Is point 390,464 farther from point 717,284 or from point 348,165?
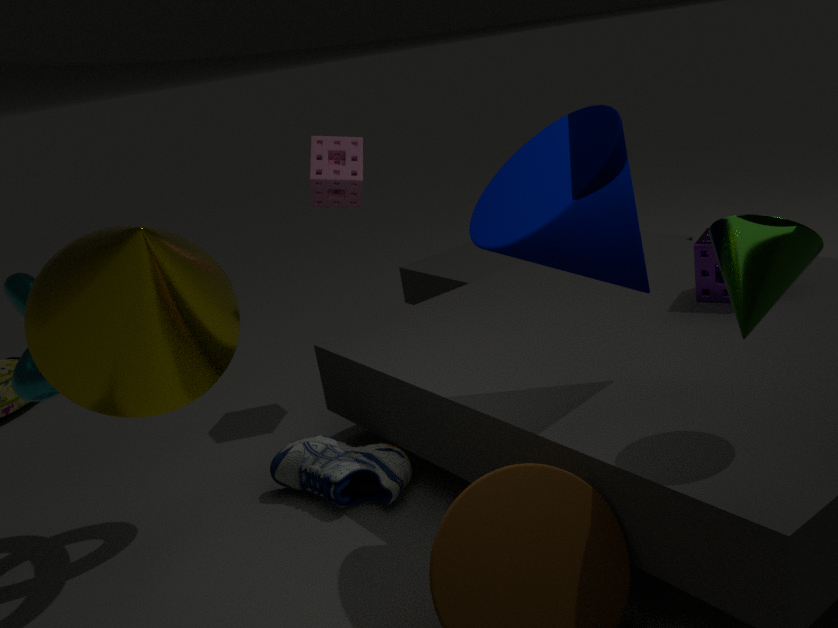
point 717,284
